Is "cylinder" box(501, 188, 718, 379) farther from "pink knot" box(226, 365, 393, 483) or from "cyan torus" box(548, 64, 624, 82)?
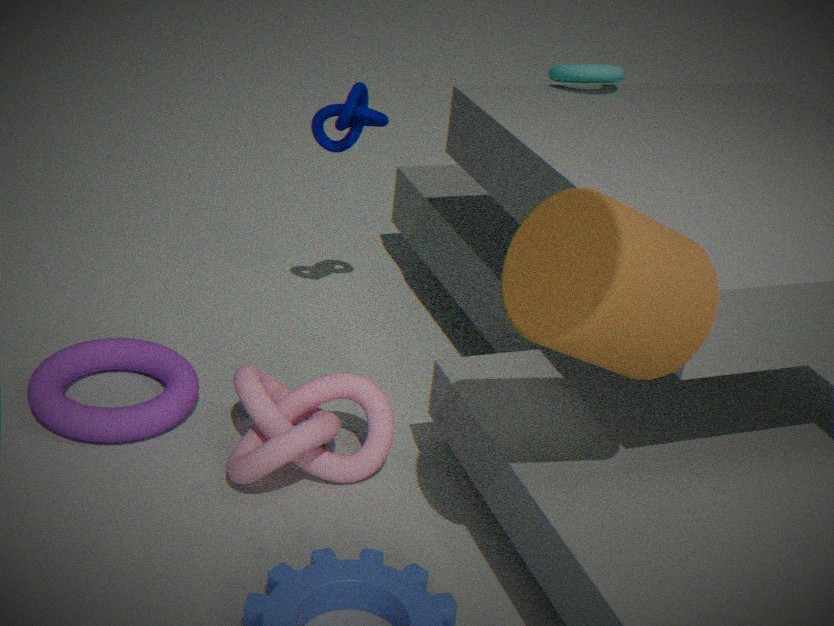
"cyan torus" box(548, 64, 624, 82)
